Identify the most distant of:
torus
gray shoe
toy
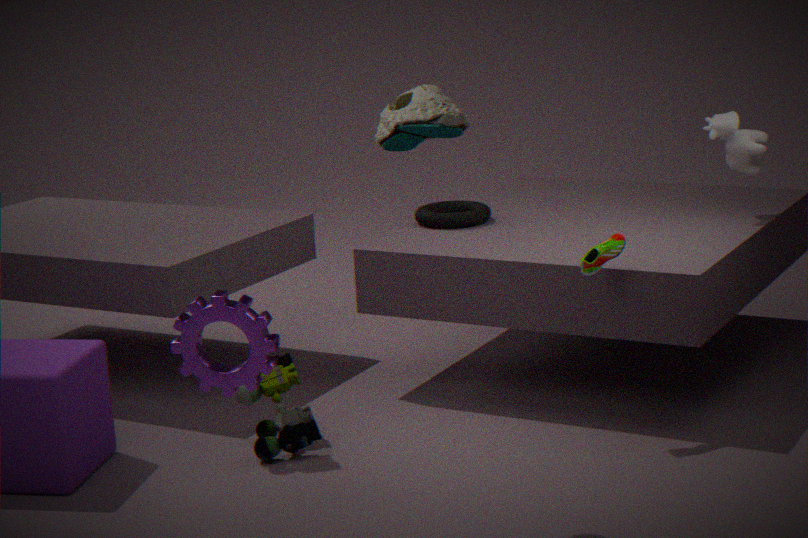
torus
